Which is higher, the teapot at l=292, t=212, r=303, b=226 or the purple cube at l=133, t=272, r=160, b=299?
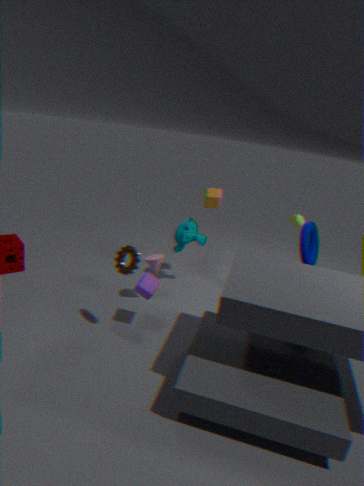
the teapot at l=292, t=212, r=303, b=226
